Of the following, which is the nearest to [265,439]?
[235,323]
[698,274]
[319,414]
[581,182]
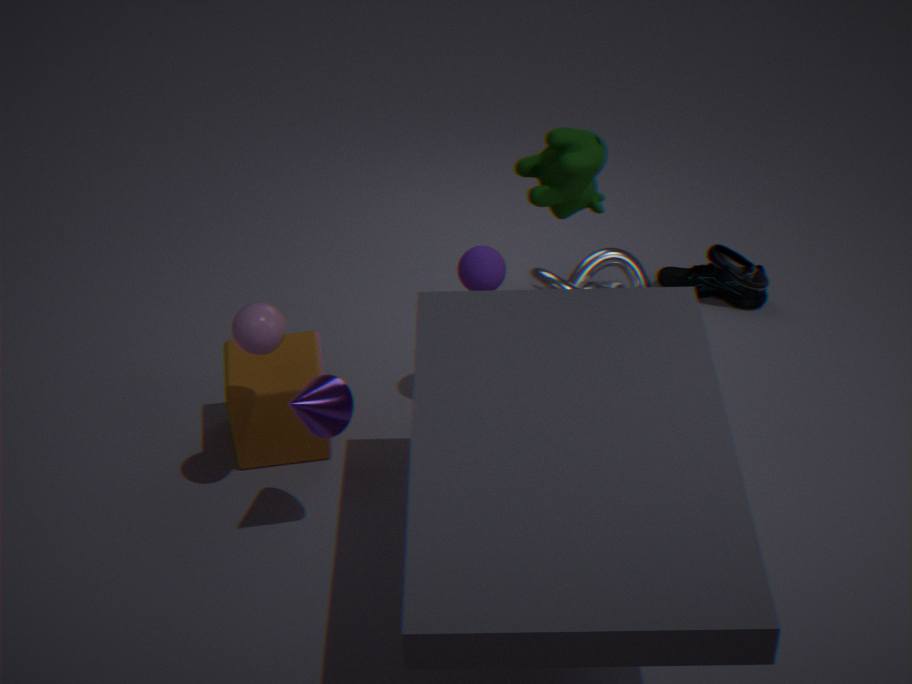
[235,323]
